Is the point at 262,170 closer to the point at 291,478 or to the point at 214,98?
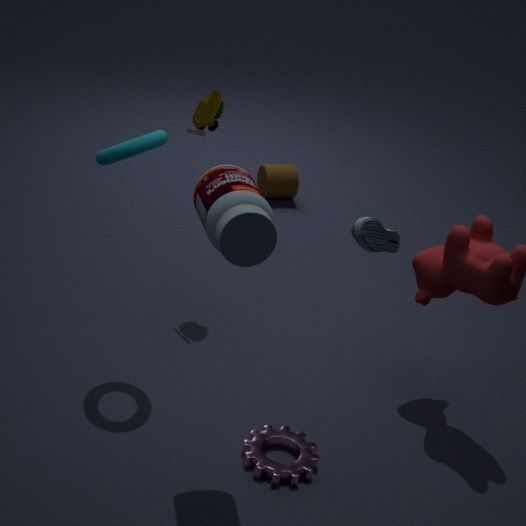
the point at 214,98
